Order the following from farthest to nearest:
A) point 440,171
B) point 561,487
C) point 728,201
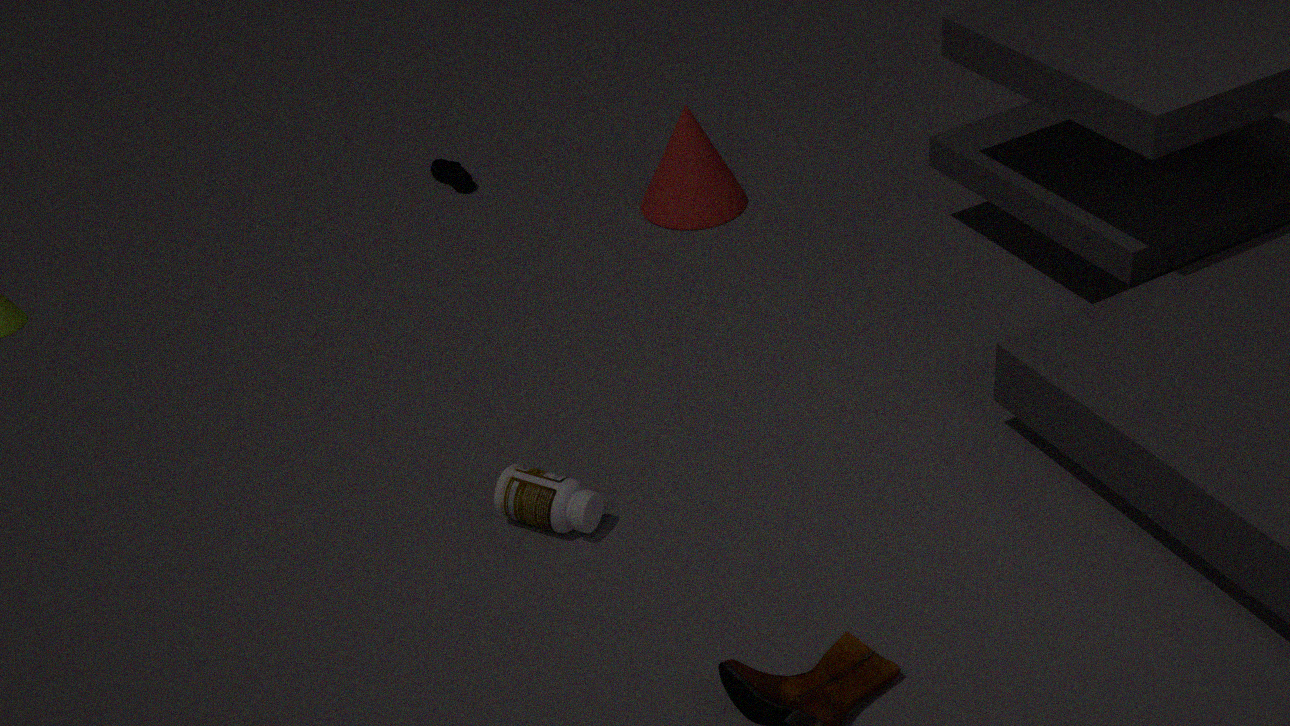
point 440,171 < point 728,201 < point 561,487
